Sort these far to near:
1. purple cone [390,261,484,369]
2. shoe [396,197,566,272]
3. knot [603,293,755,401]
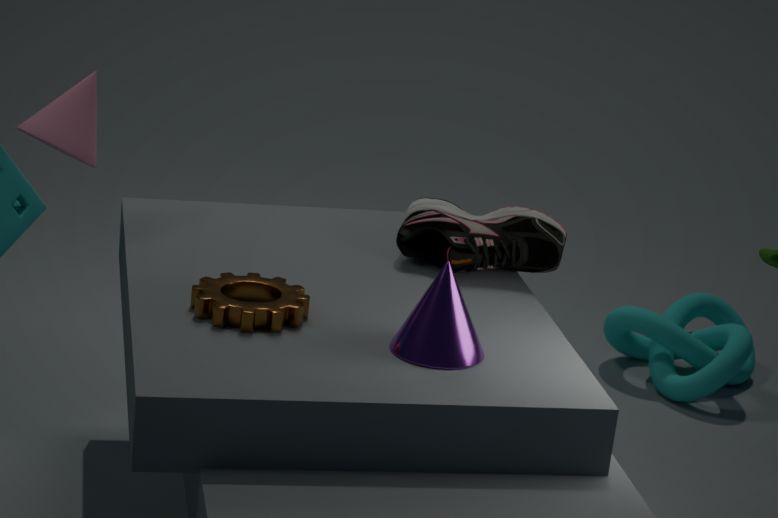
knot [603,293,755,401]
shoe [396,197,566,272]
purple cone [390,261,484,369]
